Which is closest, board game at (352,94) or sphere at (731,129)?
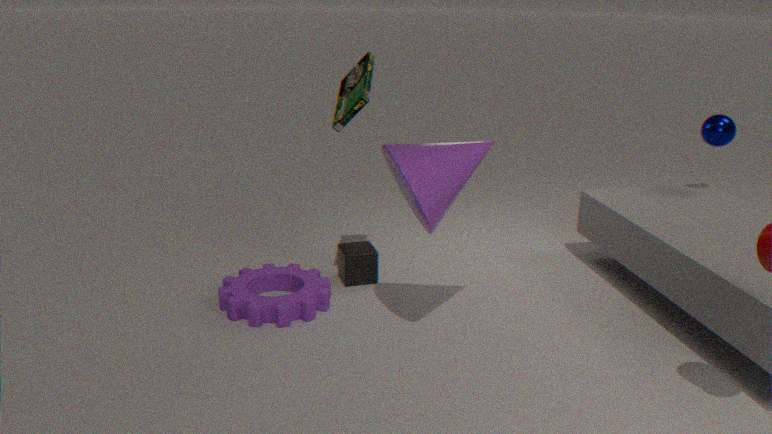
board game at (352,94)
